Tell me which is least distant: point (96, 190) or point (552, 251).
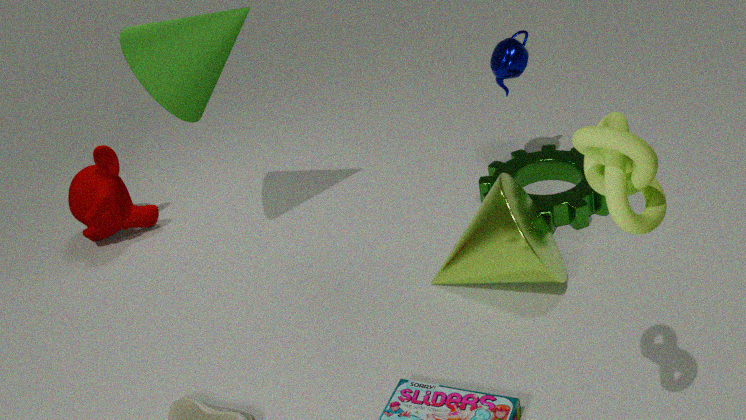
point (552, 251)
